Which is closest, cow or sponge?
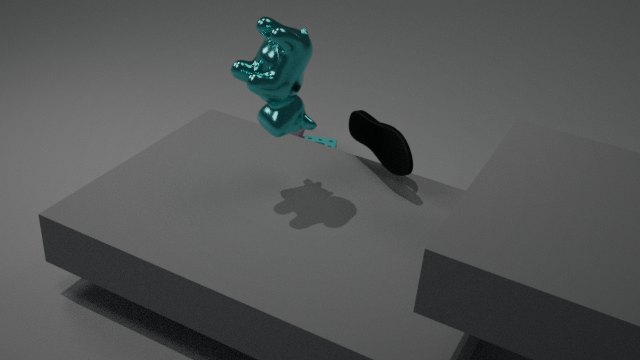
cow
